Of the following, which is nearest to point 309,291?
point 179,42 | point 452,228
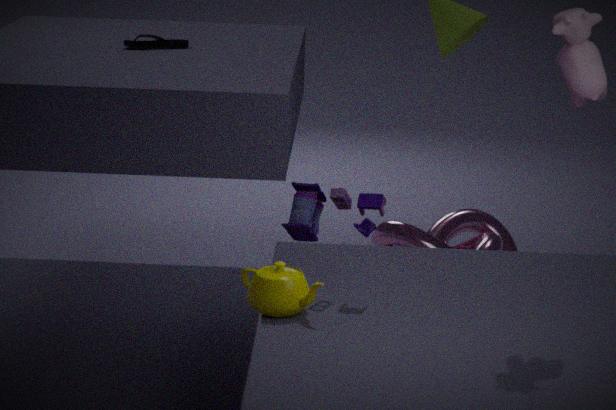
point 179,42
